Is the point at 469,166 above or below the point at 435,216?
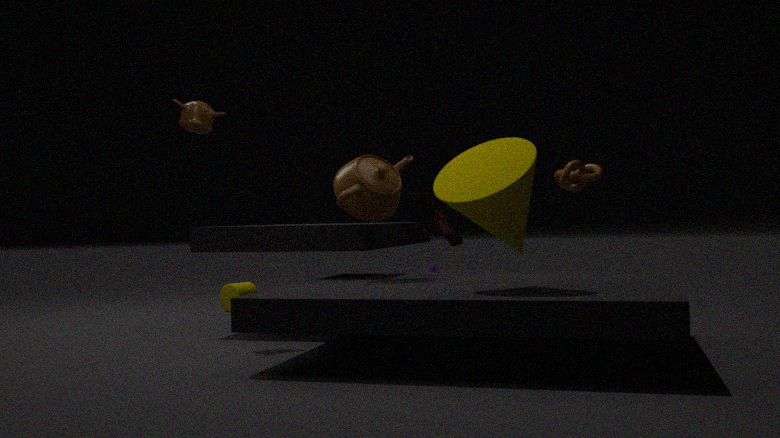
above
